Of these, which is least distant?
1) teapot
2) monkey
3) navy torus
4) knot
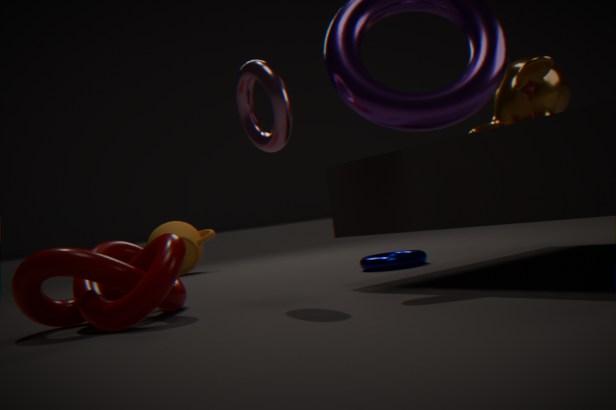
4. knot
